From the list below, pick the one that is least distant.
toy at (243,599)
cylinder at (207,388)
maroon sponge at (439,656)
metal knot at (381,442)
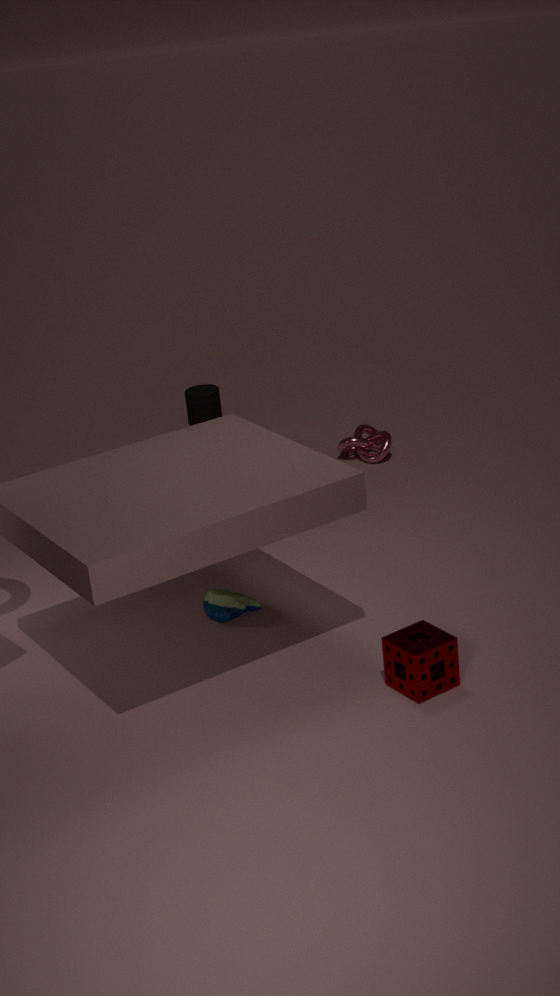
maroon sponge at (439,656)
